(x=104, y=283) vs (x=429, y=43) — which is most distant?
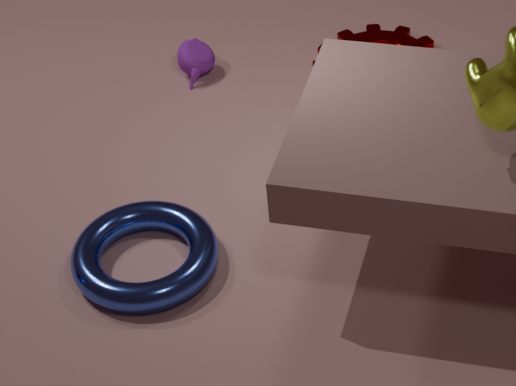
(x=429, y=43)
